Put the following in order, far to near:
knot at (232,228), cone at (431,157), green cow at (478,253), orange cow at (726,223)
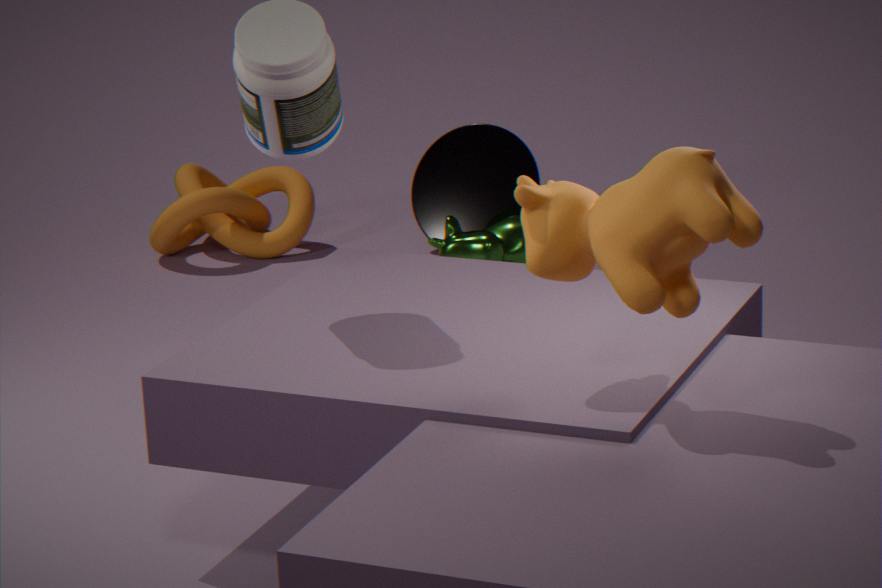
cone at (431,157)
knot at (232,228)
green cow at (478,253)
orange cow at (726,223)
